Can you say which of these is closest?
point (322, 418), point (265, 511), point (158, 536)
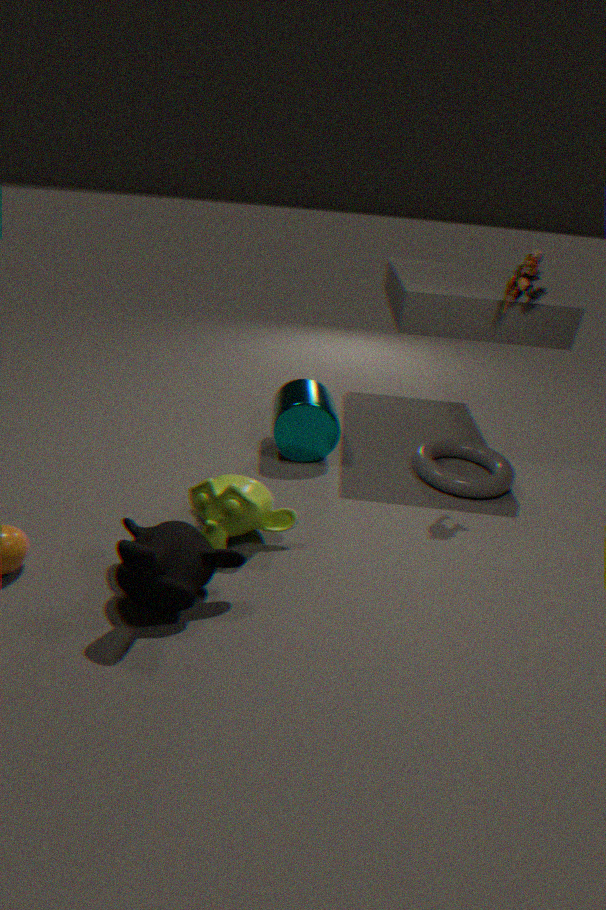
point (158, 536)
